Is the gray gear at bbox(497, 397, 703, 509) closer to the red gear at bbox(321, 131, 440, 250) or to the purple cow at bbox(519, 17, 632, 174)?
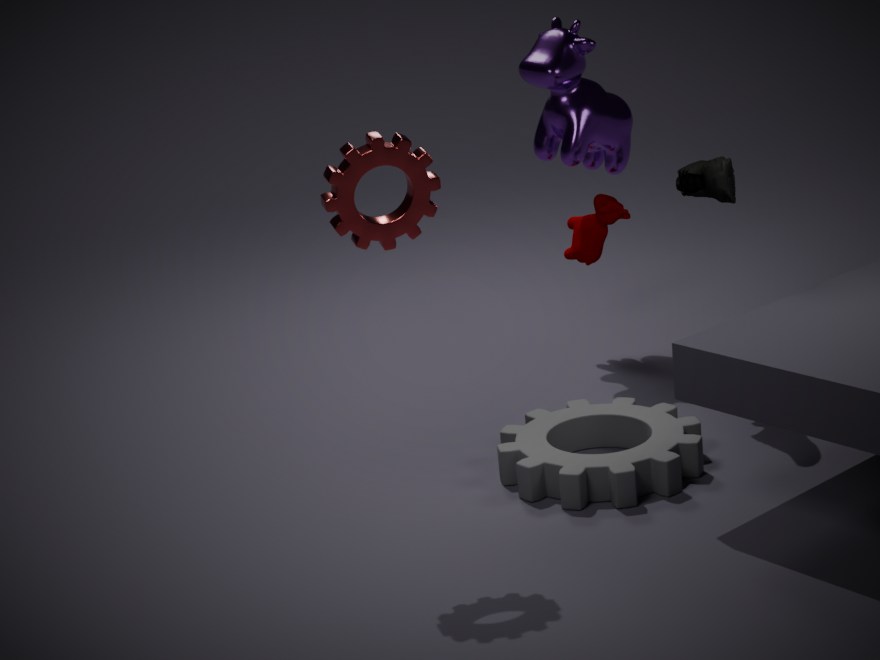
the red gear at bbox(321, 131, 440, 250)
